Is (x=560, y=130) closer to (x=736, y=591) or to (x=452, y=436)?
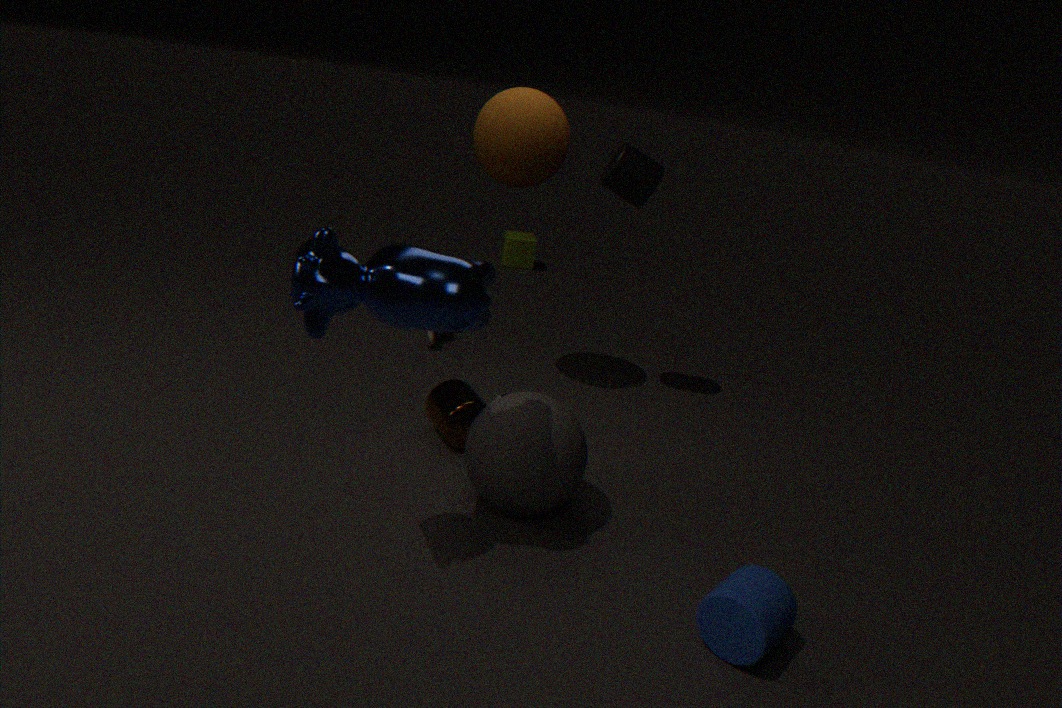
(x=452, y=436)
